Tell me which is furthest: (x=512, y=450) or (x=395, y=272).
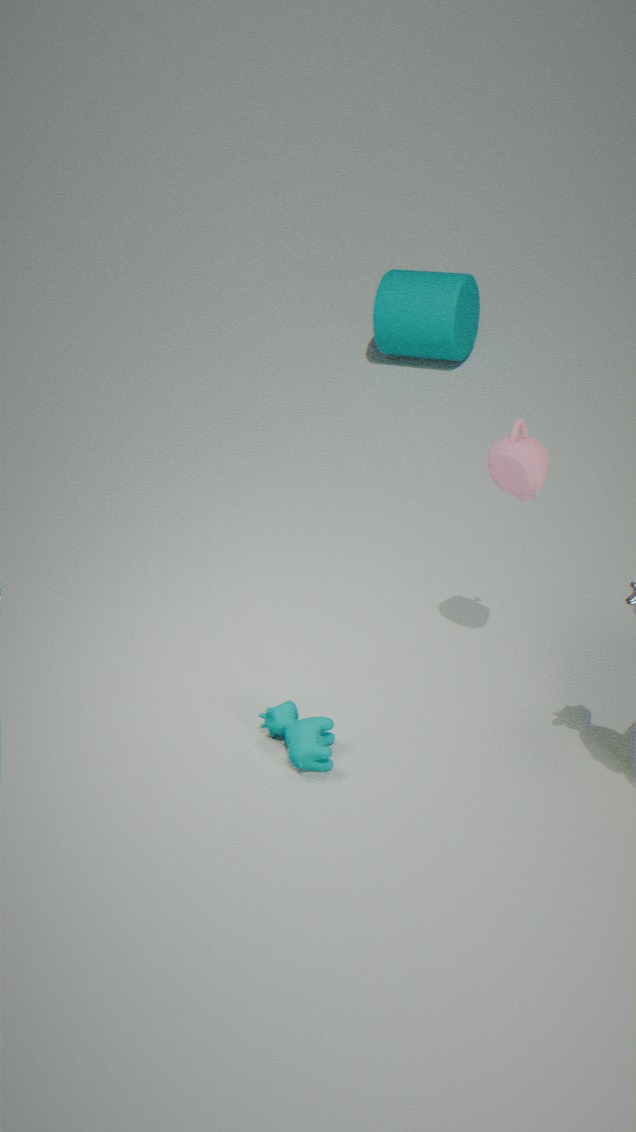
(x=395, y=272)
